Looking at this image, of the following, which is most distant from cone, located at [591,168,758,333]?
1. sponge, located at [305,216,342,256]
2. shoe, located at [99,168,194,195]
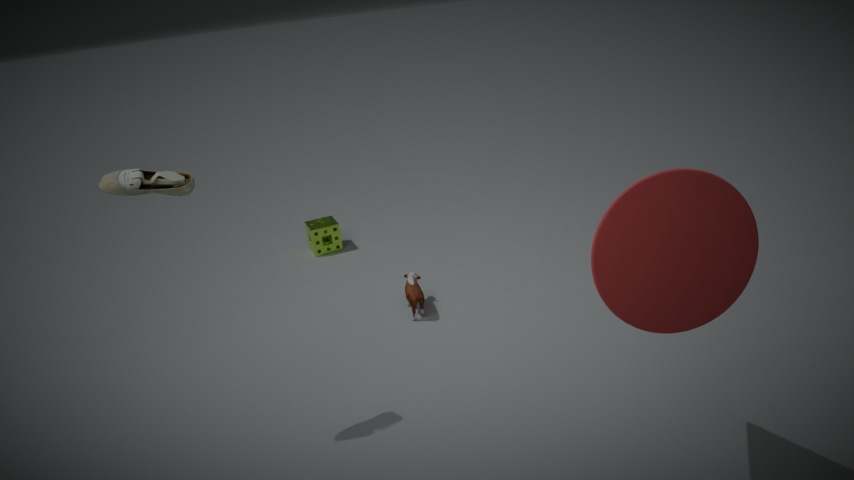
sponge, located at [305,216,342,256]
